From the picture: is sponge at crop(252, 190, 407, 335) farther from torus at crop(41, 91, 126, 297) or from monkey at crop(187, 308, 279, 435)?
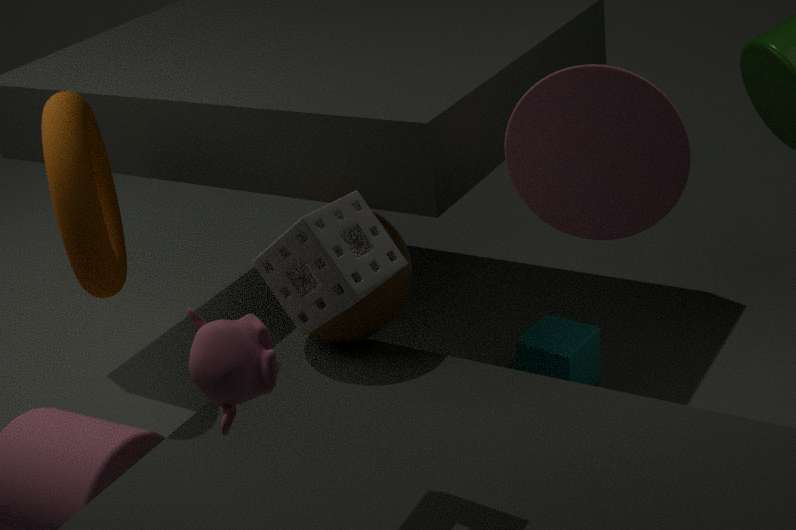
torus at crop(41, 91, 126, 297)
